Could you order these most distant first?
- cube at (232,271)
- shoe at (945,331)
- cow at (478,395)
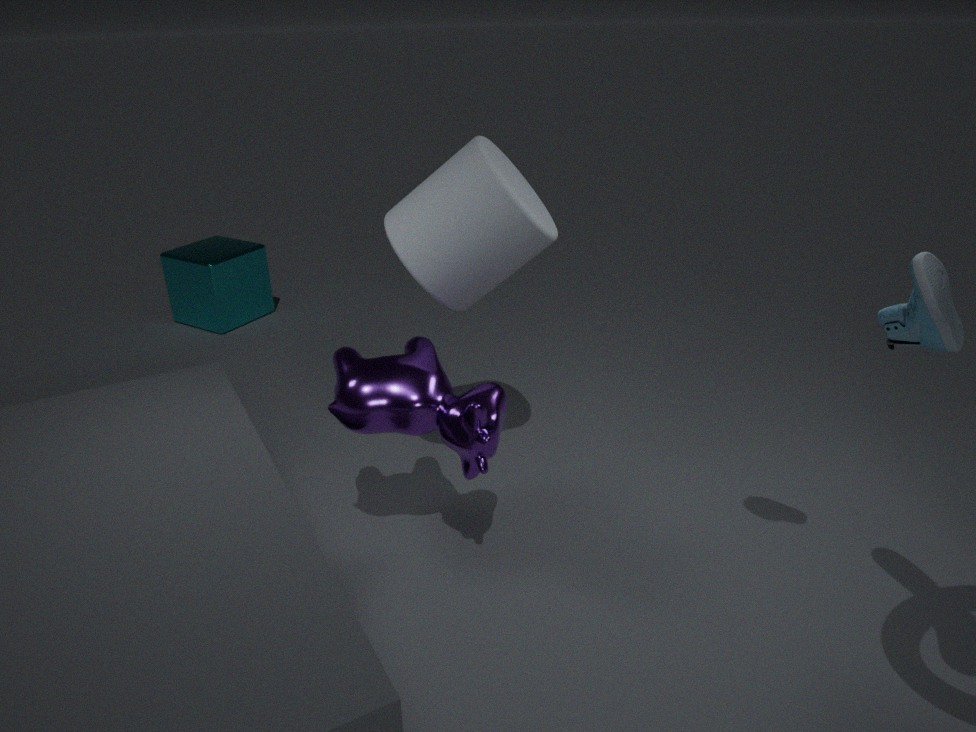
cube at (232,271) < cow at (478,395) < shoe at (945,331)
